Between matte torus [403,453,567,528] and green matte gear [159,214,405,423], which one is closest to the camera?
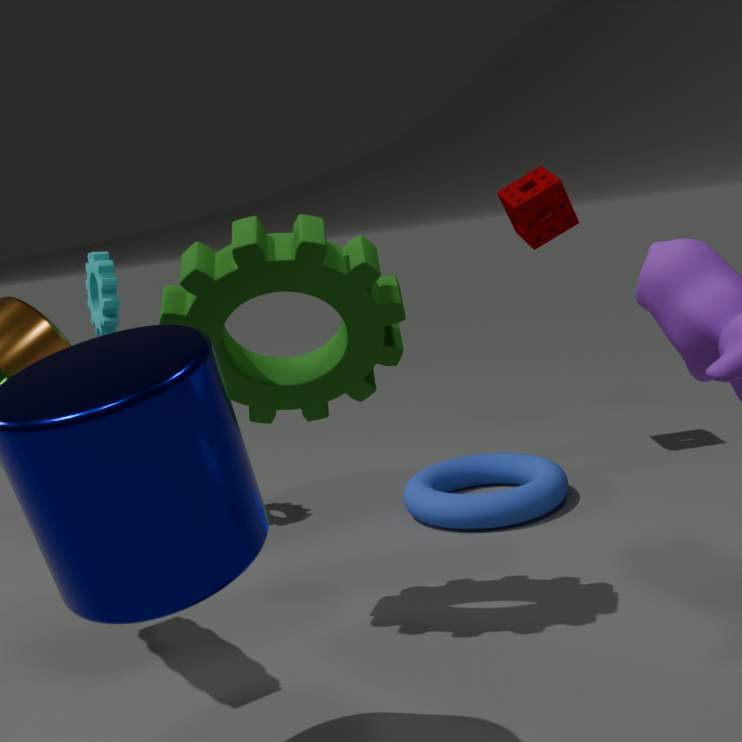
green matte gear [159,214,405,423]
